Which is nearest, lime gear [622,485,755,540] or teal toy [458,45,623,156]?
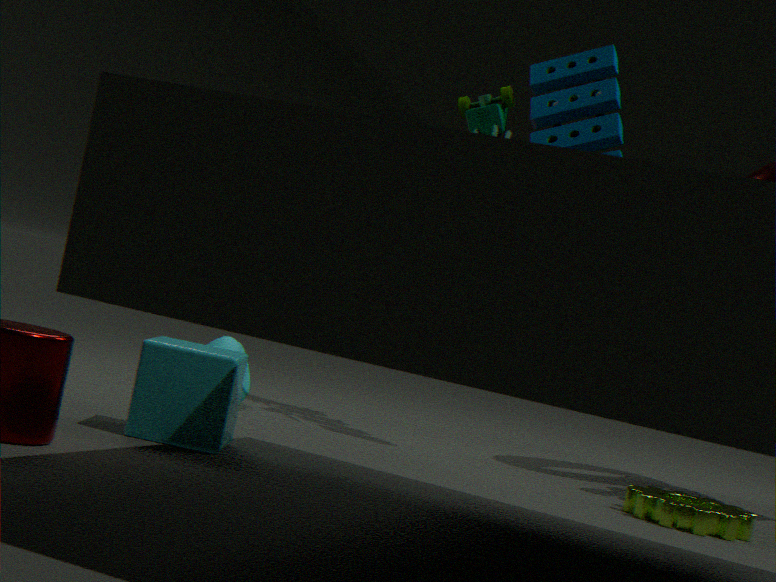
lime gear [622,485,755,540]
